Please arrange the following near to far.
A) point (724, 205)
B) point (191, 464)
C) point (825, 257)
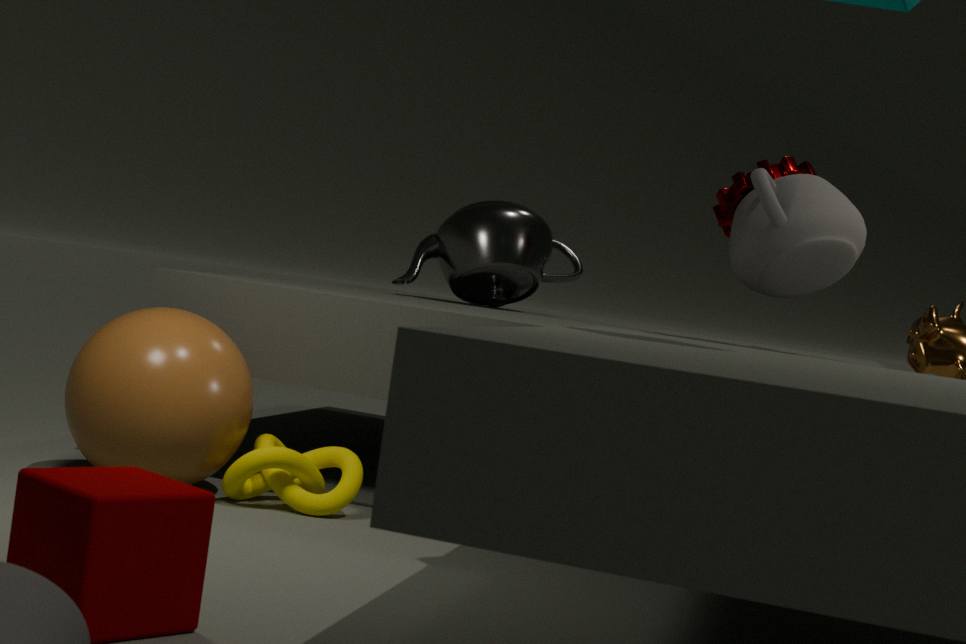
point (191, 464)
point (825, 257)
point (724, 205)
